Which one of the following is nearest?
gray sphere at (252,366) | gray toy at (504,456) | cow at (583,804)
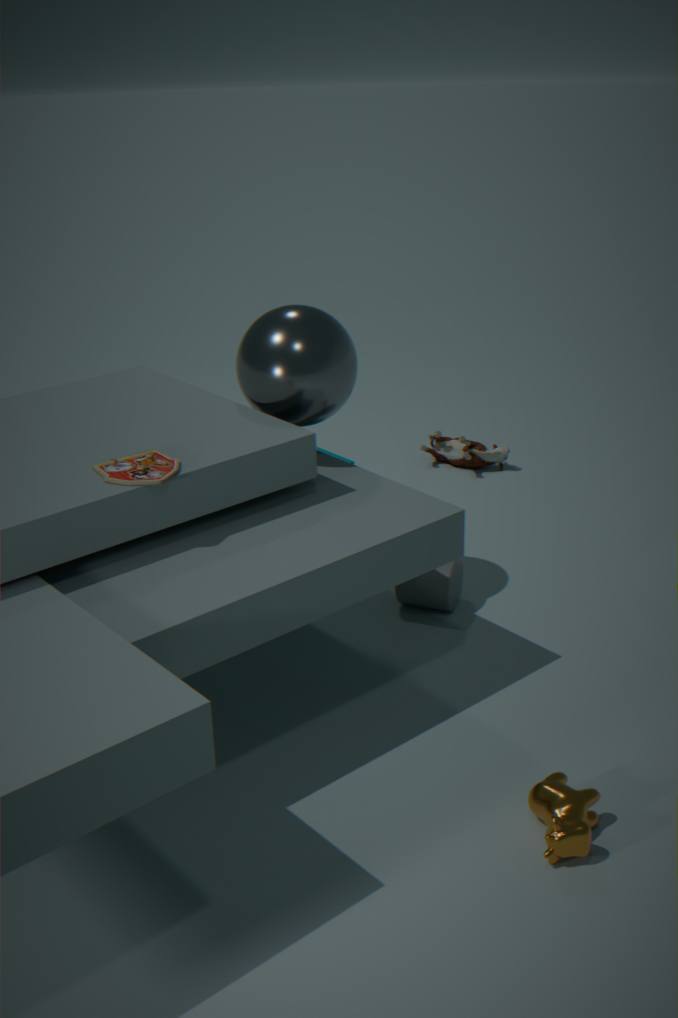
cow at (583,804)
